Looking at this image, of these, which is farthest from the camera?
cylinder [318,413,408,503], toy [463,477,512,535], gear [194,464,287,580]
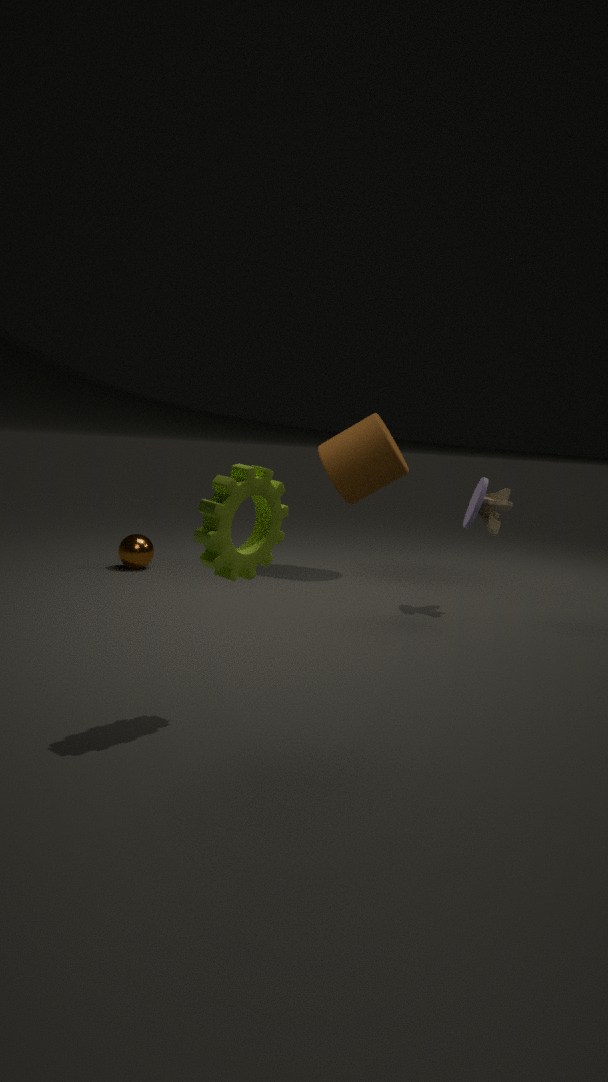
cylinder [318,413,408,503]
